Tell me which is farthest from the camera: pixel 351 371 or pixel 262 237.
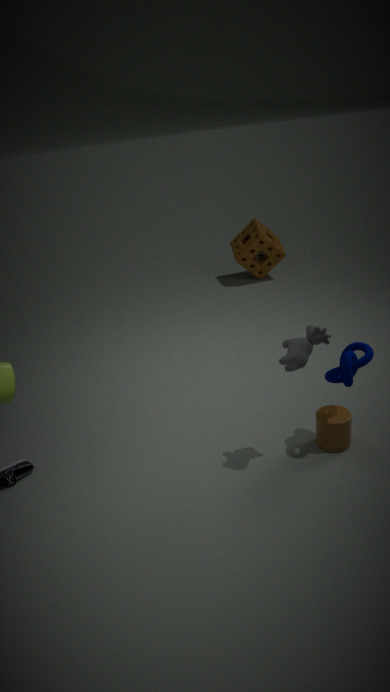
pixel 262 237
